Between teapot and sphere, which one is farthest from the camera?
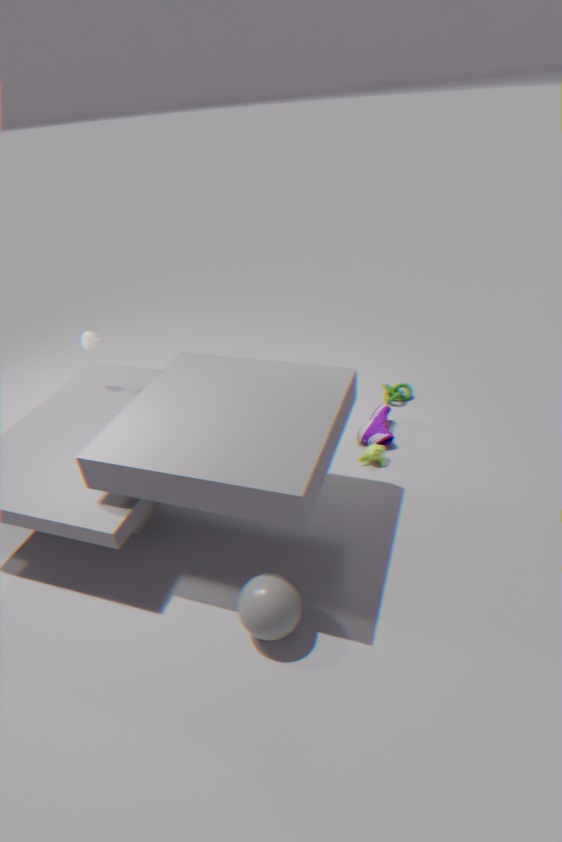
teapot
